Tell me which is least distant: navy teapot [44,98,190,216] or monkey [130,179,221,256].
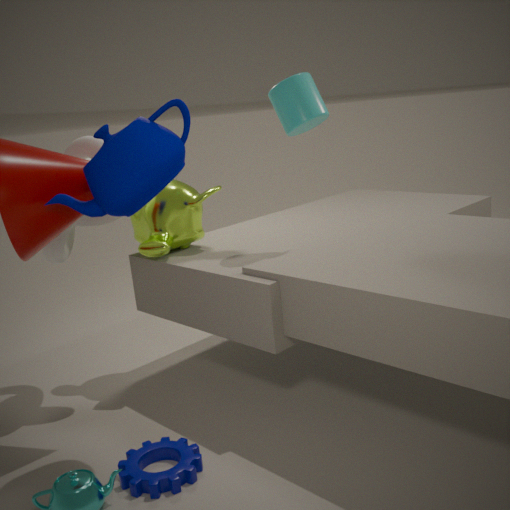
navy teapot [44,98,190,216]
